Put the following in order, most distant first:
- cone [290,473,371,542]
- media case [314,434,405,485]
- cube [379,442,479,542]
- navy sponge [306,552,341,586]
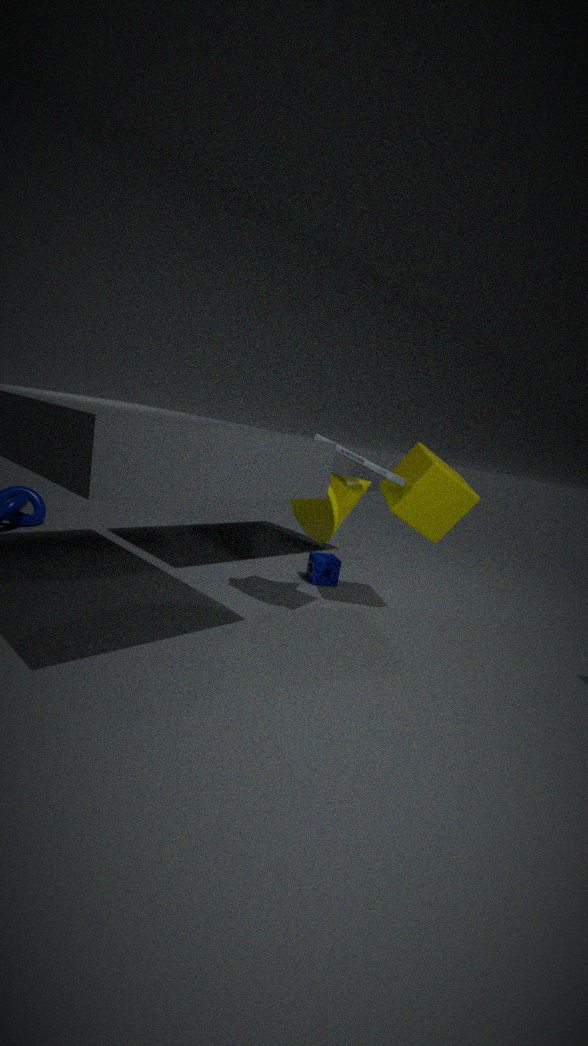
navy sponge [306,552,341,586] < cube [379,442,479,542] < cone [290,473,371,542] < media case [314,434,405,485]
